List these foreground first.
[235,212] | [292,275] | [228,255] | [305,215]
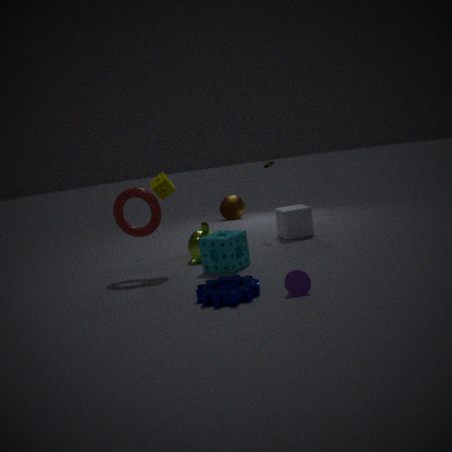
[292,275] < [228,255] < [305,215] < [235,212]
